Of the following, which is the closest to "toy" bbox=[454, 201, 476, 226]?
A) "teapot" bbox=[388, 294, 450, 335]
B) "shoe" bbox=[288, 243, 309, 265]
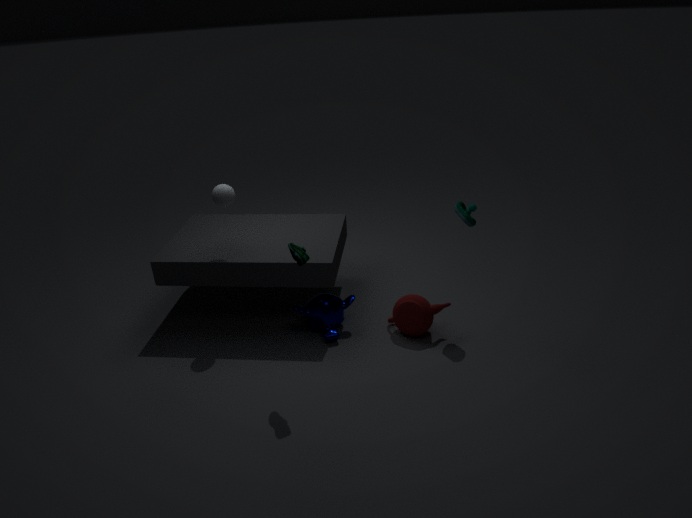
"teapot" bbox=[388, 294, 450, 335]
